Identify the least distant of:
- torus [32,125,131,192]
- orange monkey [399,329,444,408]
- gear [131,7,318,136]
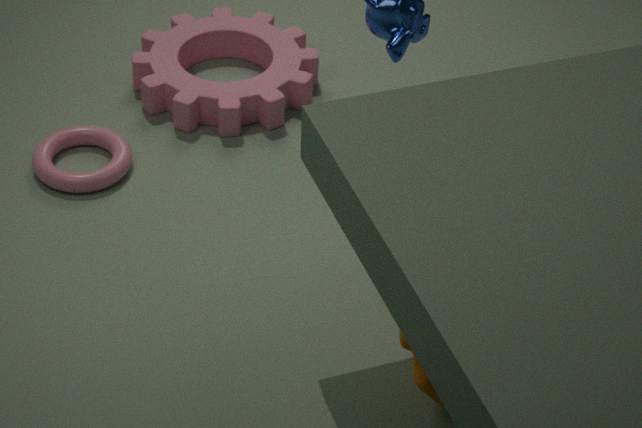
orange monkey [399,329,444,408]
